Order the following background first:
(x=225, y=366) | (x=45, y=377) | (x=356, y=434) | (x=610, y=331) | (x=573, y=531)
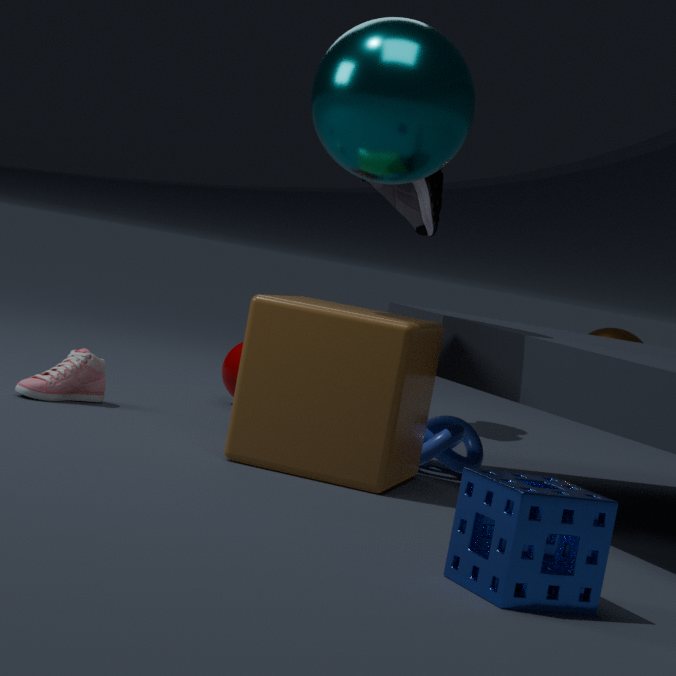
(x=610, y=331), (x=225, y=366), (x=45, y=377), (x=356, y=434), (x=573, y=531)
